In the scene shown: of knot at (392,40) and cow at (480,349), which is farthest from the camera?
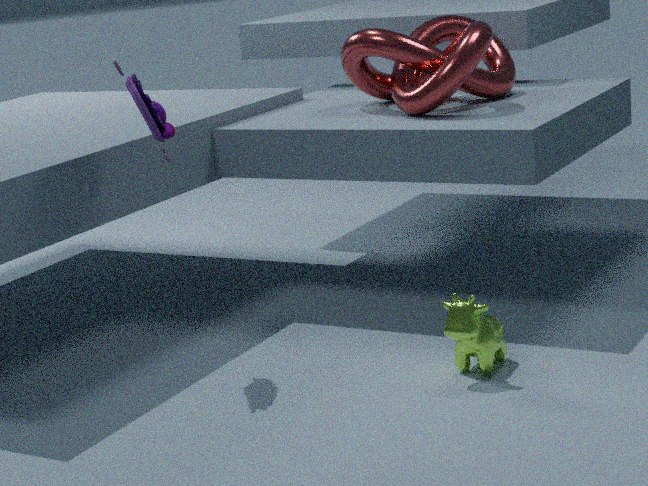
knot at (392,40)
